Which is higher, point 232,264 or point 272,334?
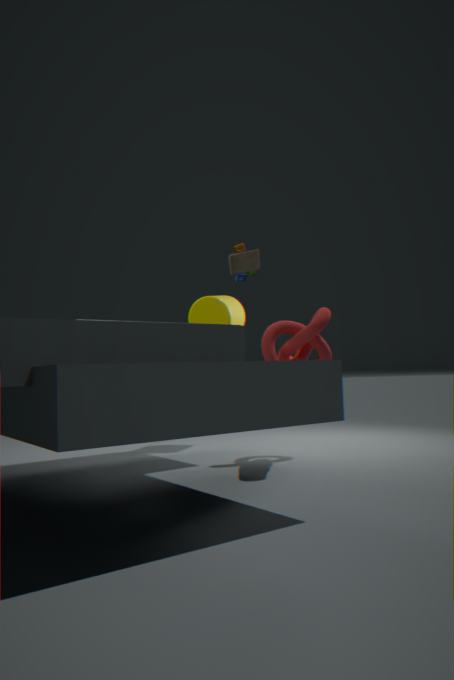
point 232,264
